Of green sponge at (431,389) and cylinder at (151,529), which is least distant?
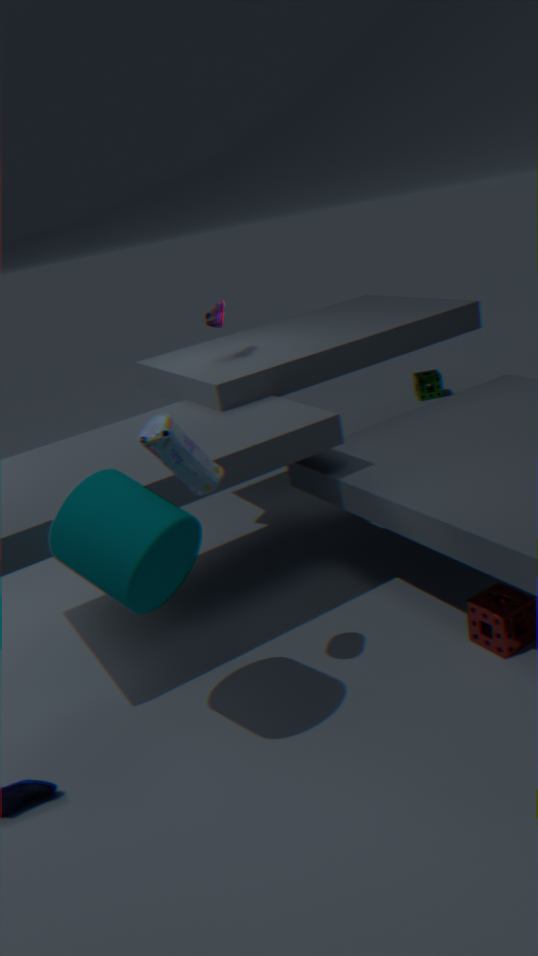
cylinder at (151,529)
